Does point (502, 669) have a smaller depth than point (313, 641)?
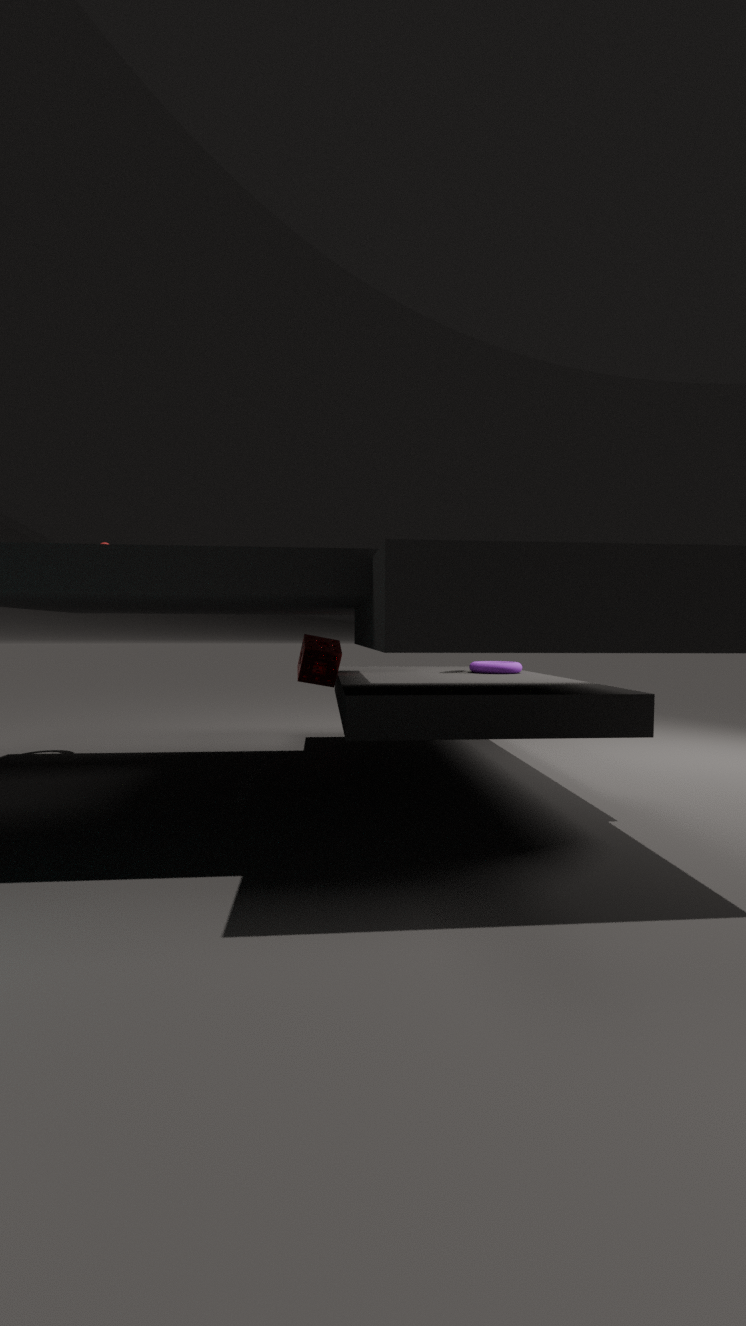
No
